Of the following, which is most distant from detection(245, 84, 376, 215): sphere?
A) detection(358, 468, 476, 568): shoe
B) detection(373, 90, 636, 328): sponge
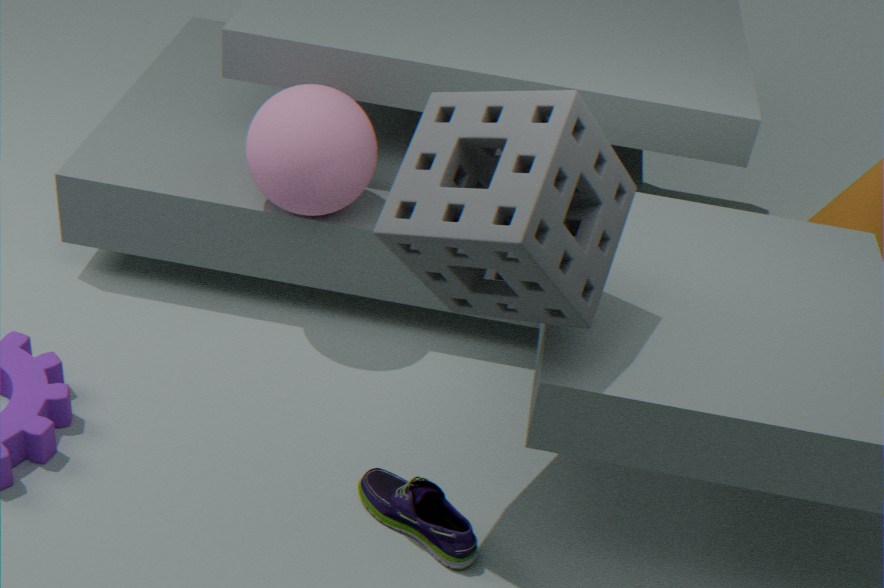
detection(358, 468, 476, 568): shoe
